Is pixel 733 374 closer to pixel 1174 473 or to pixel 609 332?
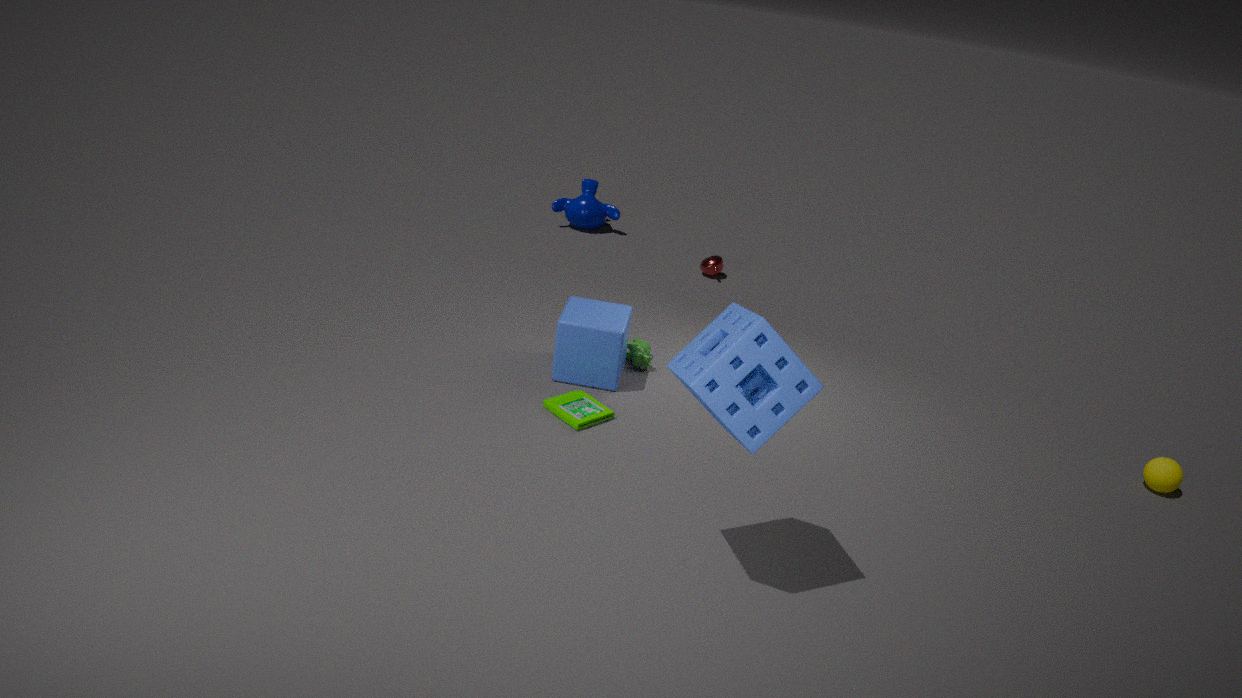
pixel 609 332
